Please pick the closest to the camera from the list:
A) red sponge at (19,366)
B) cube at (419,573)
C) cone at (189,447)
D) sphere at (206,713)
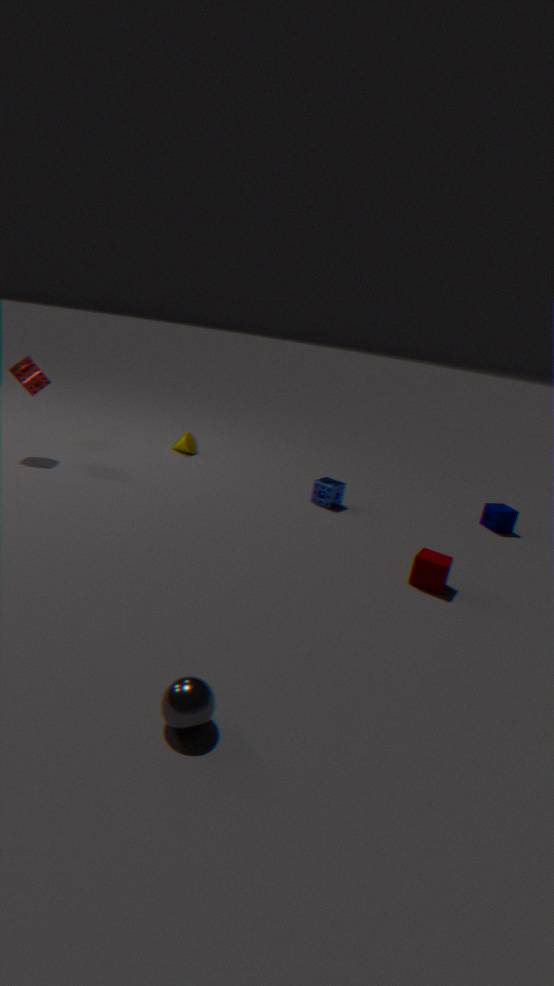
sphere at (206,713)
